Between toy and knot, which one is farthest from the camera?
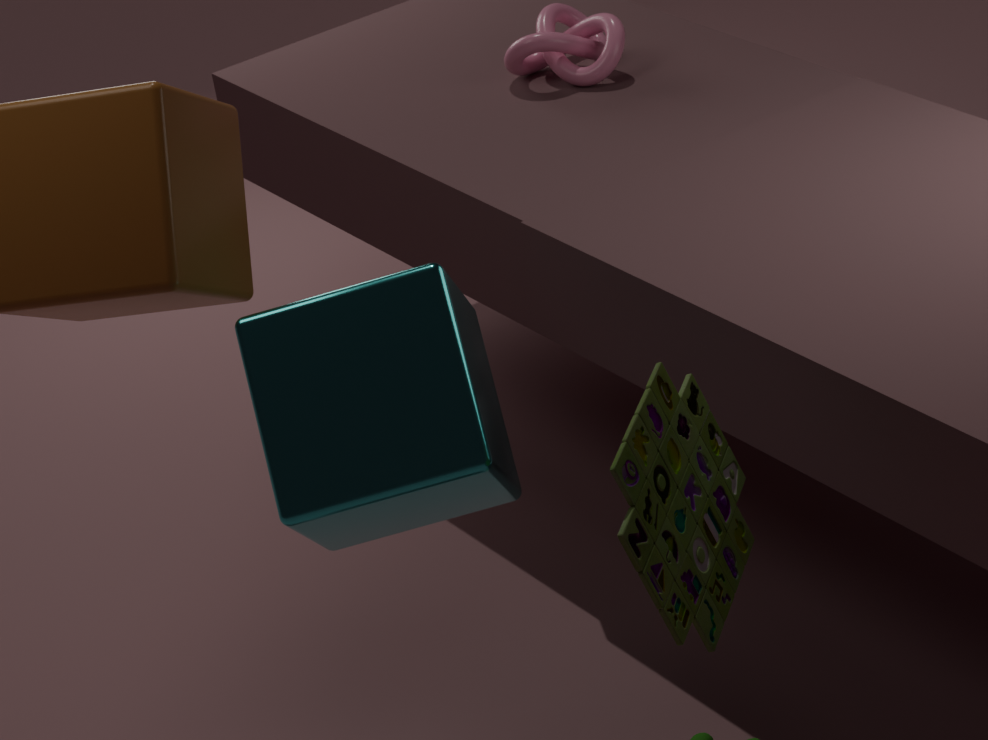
knot
